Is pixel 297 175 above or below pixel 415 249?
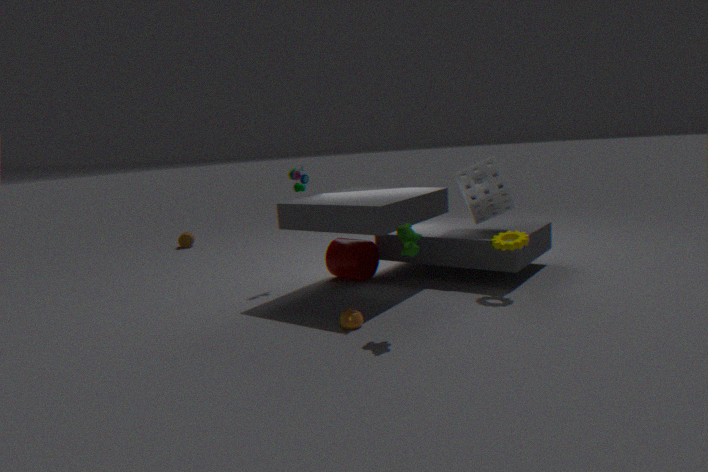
above
